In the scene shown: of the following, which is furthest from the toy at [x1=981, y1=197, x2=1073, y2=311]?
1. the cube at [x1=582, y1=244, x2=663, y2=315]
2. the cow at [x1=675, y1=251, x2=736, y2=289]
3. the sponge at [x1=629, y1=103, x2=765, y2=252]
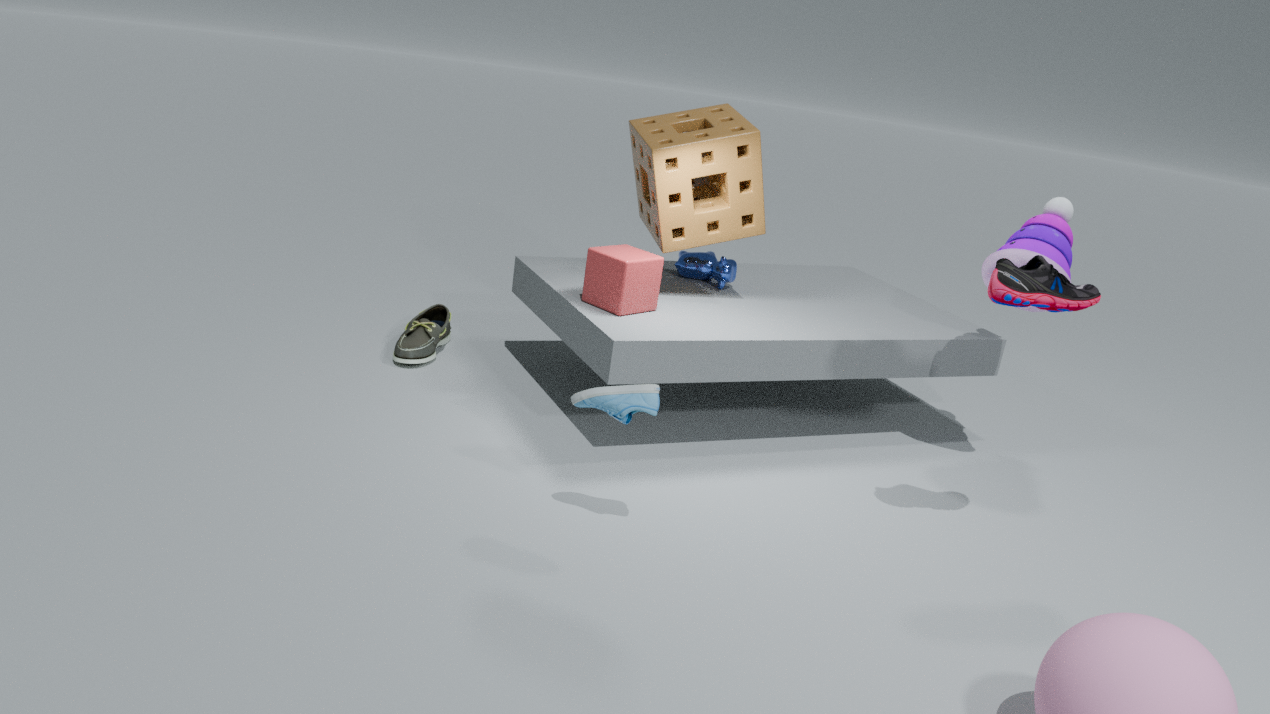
the cube at [x1=582, y1=244, x2=663, y2=315]
